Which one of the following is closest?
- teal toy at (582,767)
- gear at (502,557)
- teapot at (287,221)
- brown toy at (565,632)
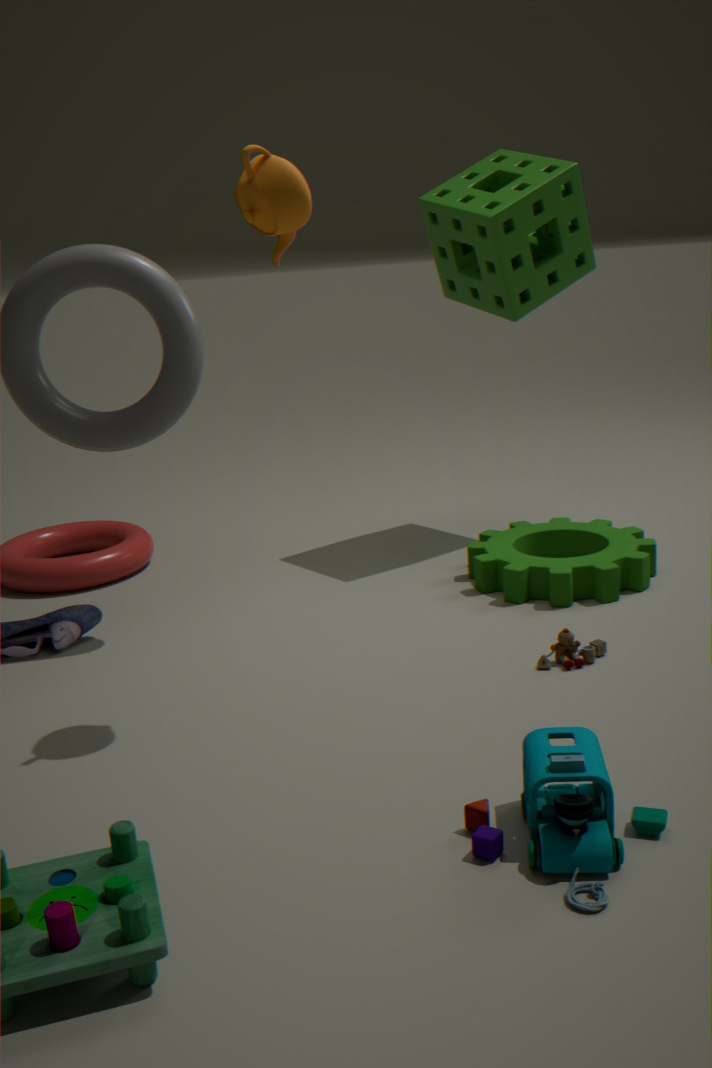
teal toy at (582,767)
